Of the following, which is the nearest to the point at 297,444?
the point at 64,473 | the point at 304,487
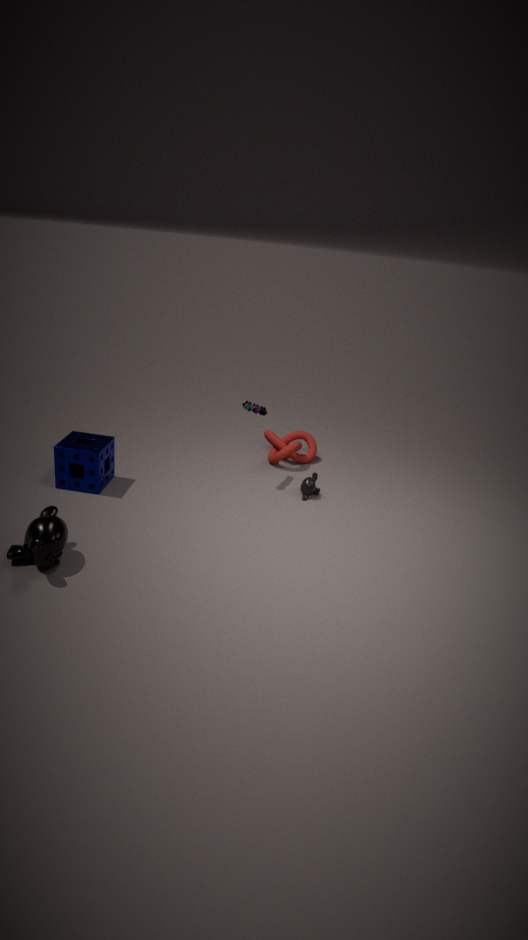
the point at 304,487
